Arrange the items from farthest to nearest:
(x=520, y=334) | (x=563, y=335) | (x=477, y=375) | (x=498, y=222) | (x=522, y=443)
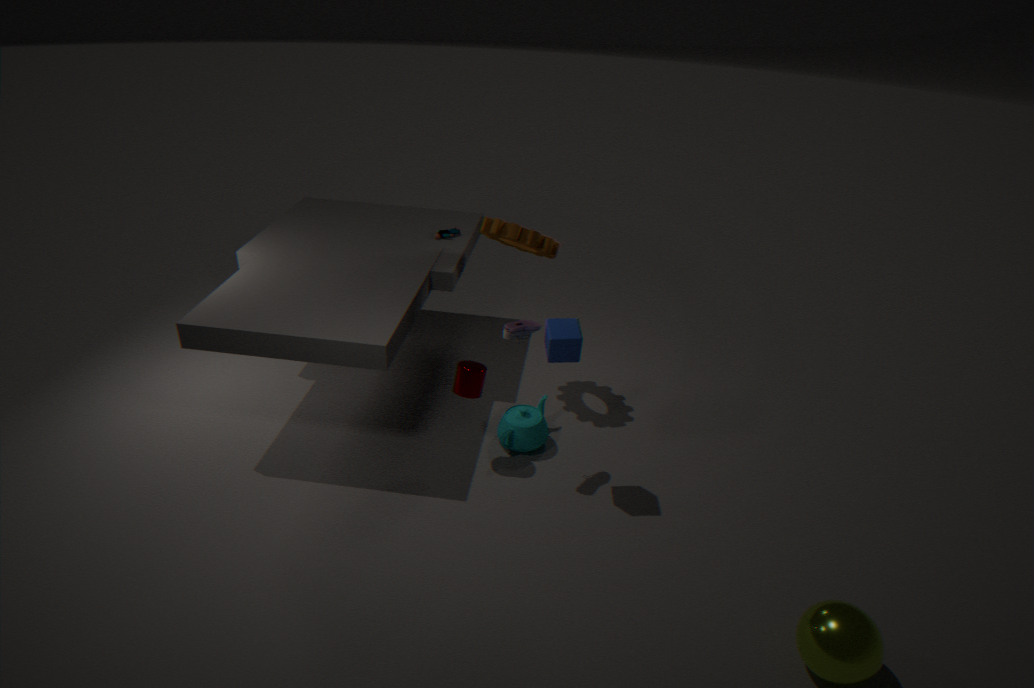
(x=498, y=222) → (x=522, y=443) → (x=477, y=375) → (x=520, y=334) → (x=563, y=335)
